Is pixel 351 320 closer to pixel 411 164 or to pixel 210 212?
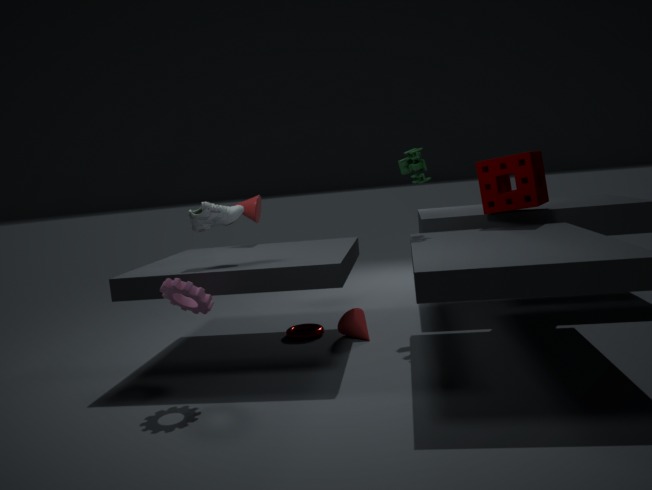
pixel 411 164
